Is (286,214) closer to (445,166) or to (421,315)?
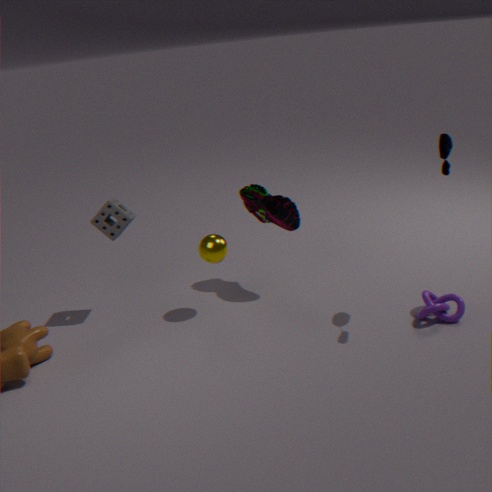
(445,166)
